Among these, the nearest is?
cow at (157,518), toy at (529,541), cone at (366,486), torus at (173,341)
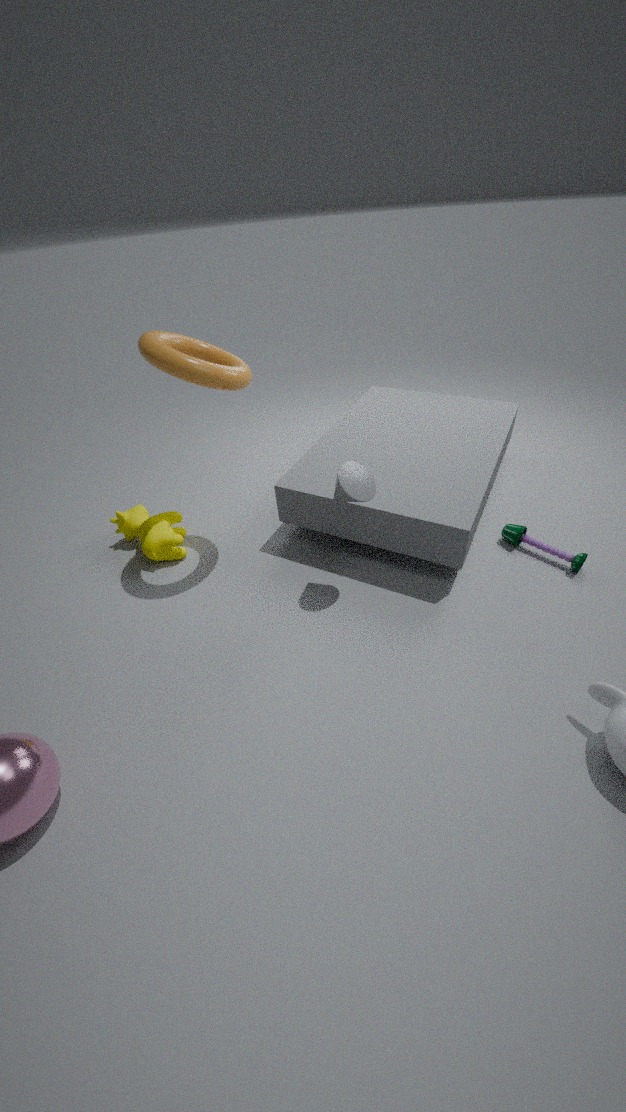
torus at (173,341)
